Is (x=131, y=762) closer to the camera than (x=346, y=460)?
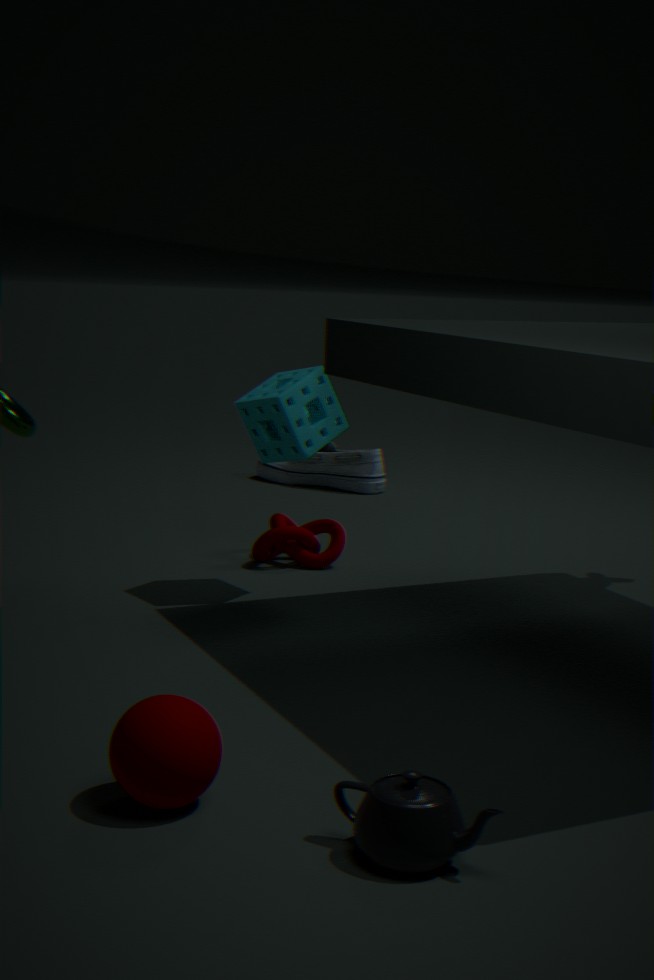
Yes
